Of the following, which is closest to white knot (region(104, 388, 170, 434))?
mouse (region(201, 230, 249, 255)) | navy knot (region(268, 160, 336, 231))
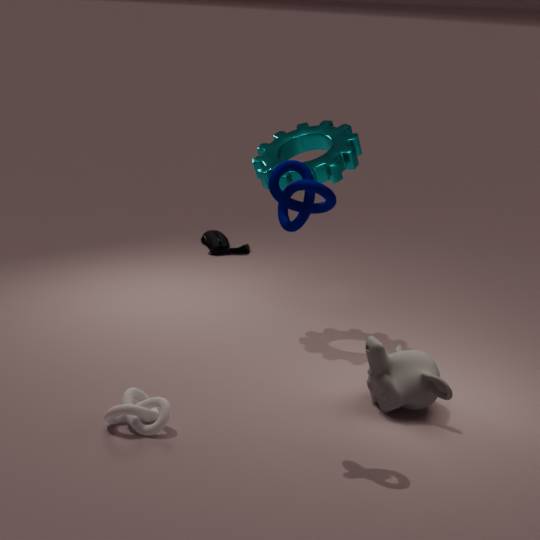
navy knot (region(268, 160, 336, 231))
